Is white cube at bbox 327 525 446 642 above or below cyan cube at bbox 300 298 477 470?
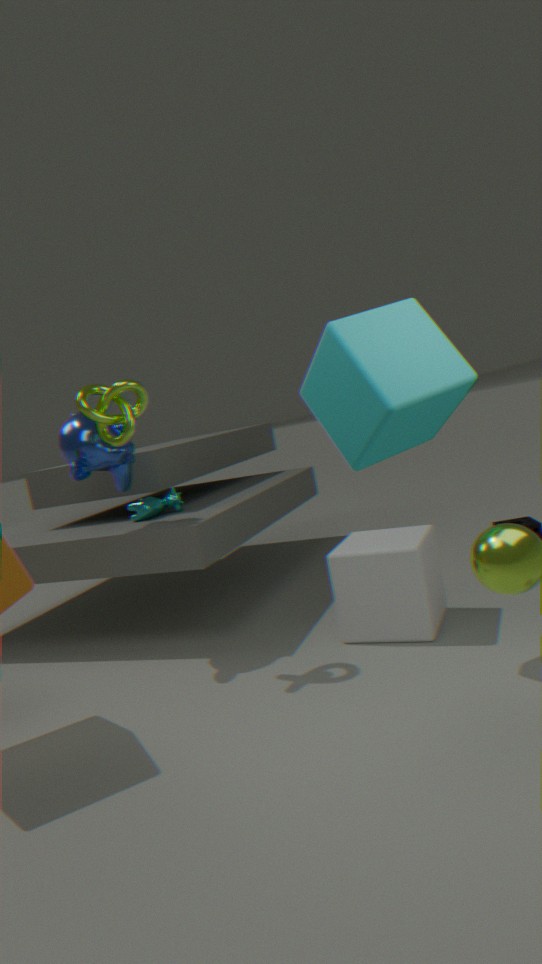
below
